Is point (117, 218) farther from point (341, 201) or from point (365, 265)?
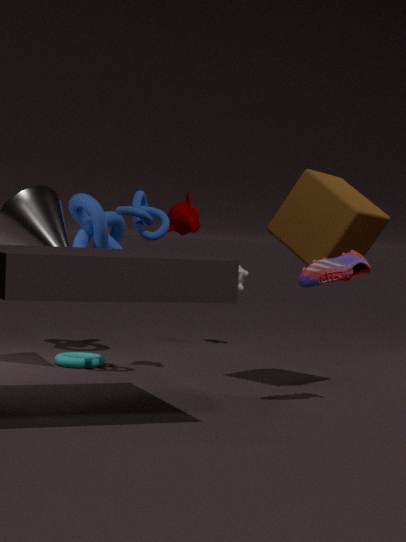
point (365, 265)
